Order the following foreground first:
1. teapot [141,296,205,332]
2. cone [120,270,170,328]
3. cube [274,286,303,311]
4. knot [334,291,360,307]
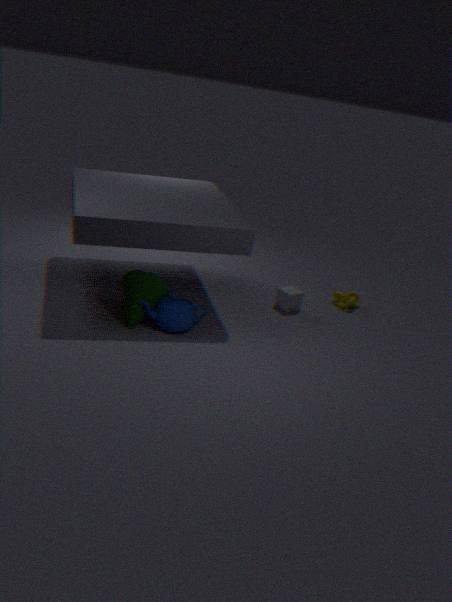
teapot [141,296,205,332] → cone [120,270,170,328] → cube [274,286,303,311] → knot [334,291,360,307]
